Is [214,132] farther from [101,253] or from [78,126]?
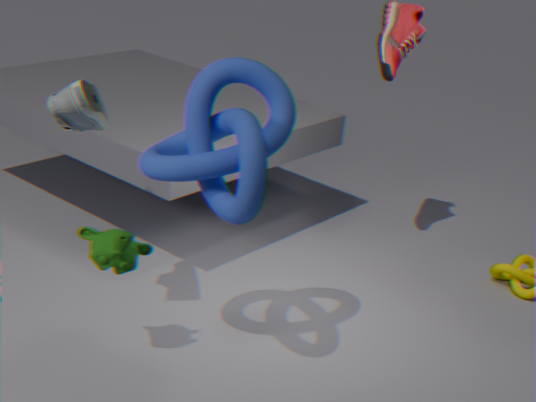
[78,126]
